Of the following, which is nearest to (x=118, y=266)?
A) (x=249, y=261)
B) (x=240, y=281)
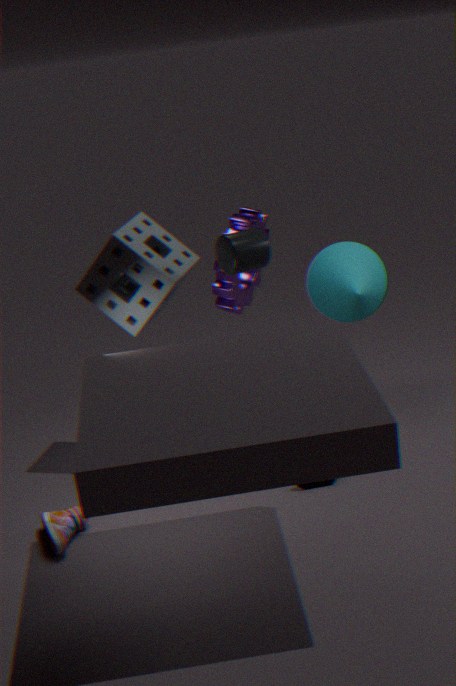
(x=249, y=261)
